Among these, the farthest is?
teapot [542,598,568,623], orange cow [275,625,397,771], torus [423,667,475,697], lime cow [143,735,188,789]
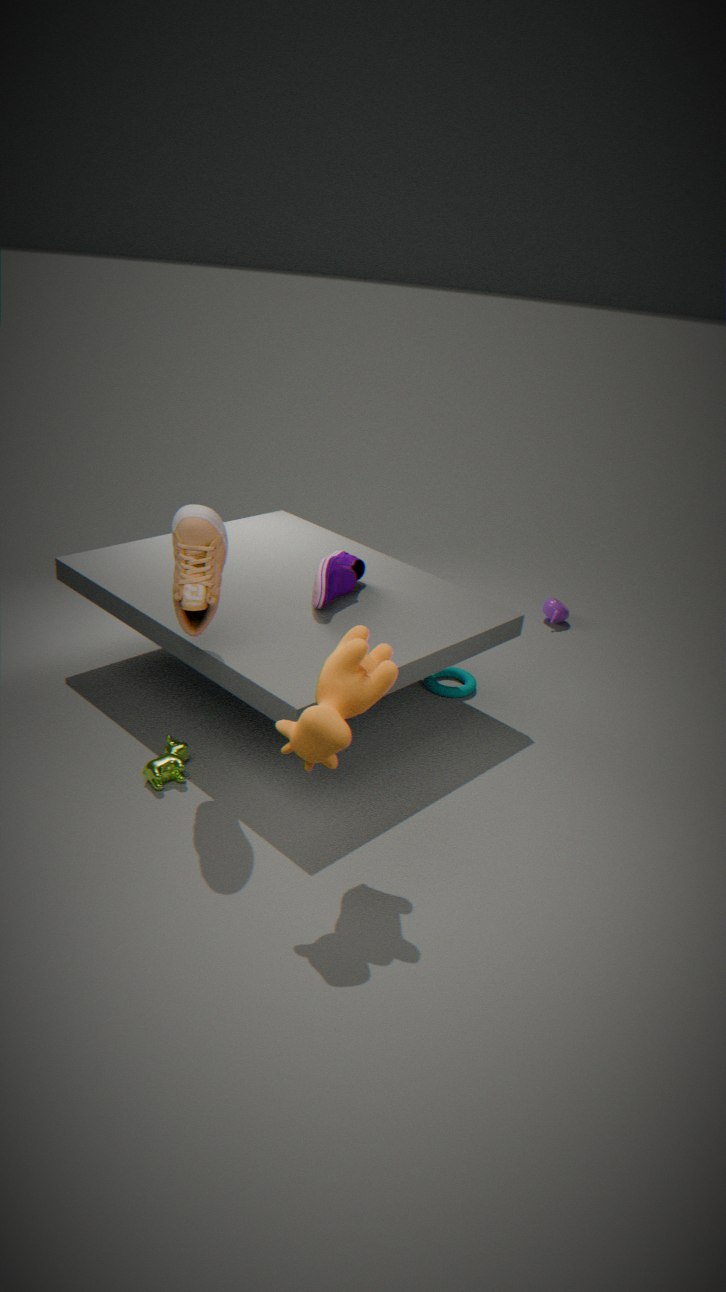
teapot [542,598,568,623]
